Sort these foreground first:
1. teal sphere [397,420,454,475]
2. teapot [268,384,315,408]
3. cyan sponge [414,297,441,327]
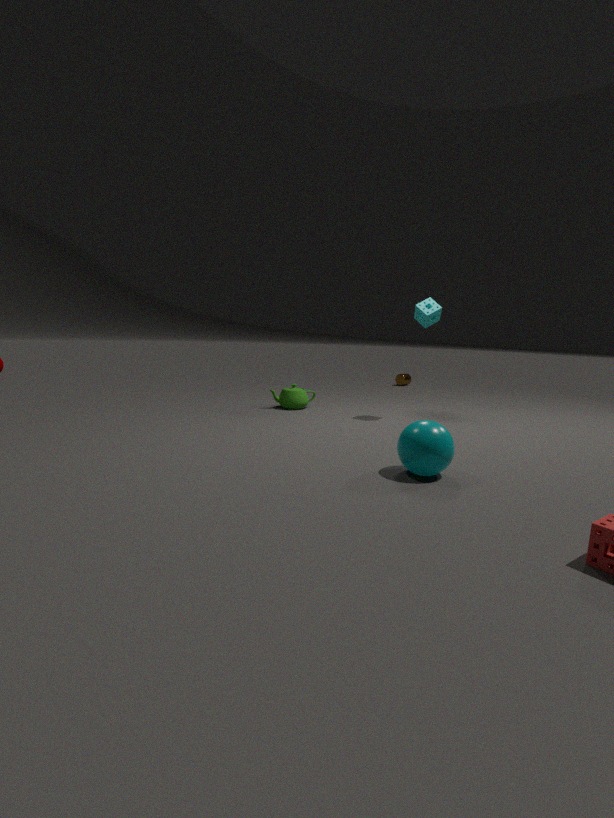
teal sphere [397,420,454,475] → cyan sponge [414,297,441,327] → teapot [268,384,315,408]
